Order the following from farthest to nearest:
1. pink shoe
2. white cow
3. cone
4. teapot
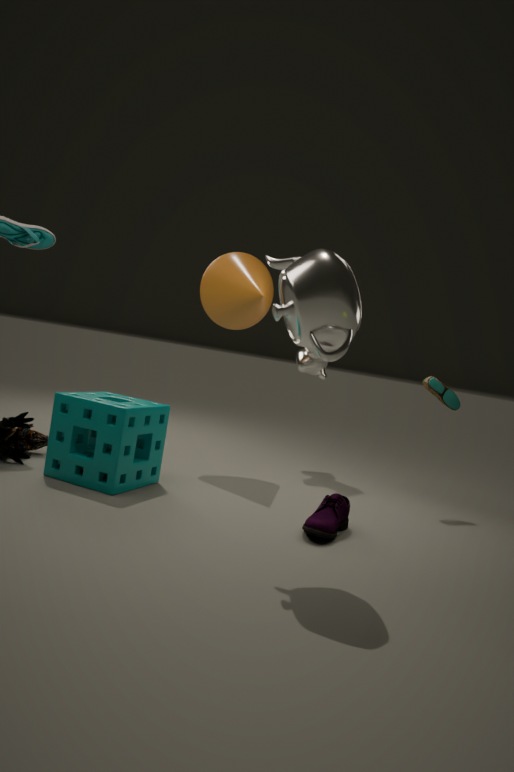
white cow
cone
pink shoe
teapot
